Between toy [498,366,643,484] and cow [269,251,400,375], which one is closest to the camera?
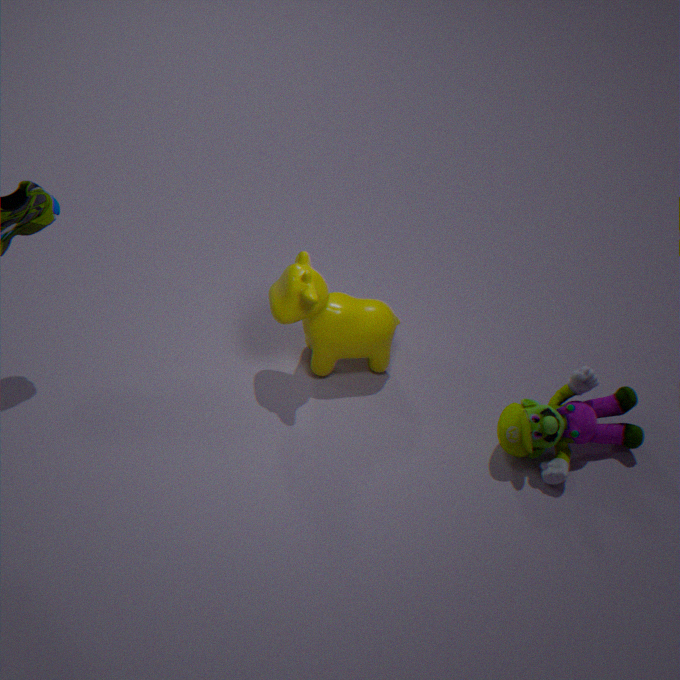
toy [498,366,643,484]
